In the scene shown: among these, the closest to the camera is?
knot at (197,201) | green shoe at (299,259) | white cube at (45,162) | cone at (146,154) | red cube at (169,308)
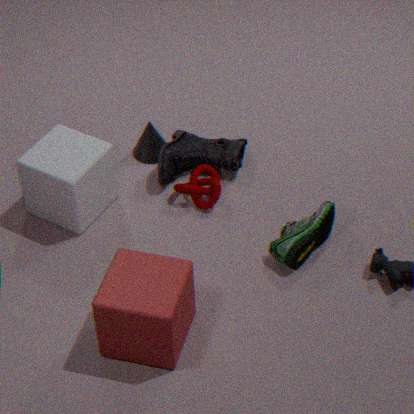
red cube at (169,308)
